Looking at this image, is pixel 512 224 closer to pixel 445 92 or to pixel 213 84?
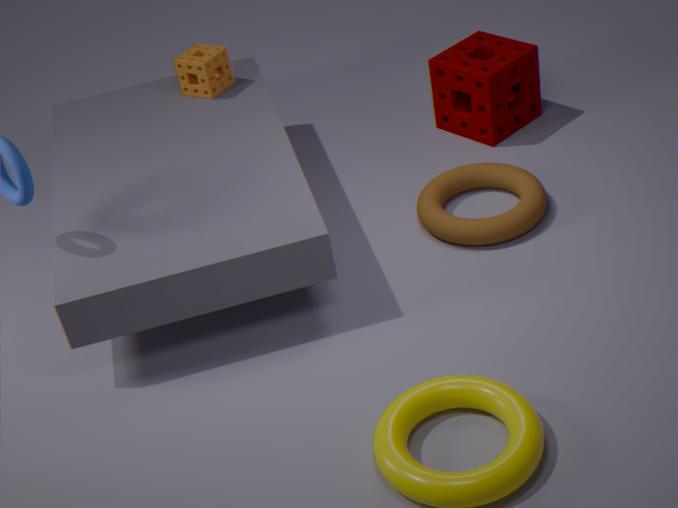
pixel 445 92
